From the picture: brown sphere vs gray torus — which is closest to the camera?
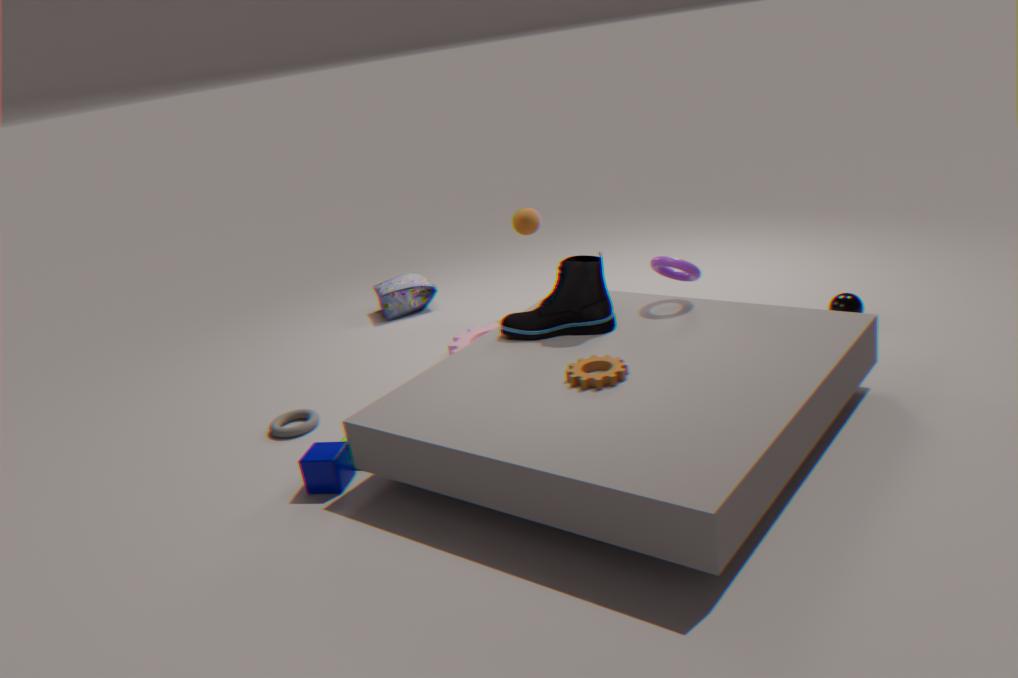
gray torus
